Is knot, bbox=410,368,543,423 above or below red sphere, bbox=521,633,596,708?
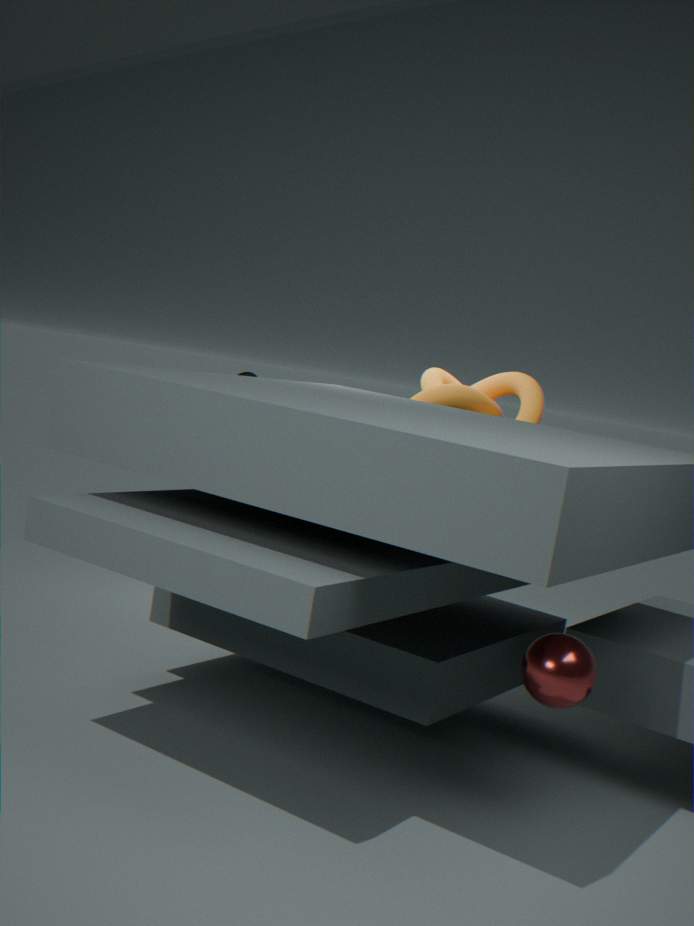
above
